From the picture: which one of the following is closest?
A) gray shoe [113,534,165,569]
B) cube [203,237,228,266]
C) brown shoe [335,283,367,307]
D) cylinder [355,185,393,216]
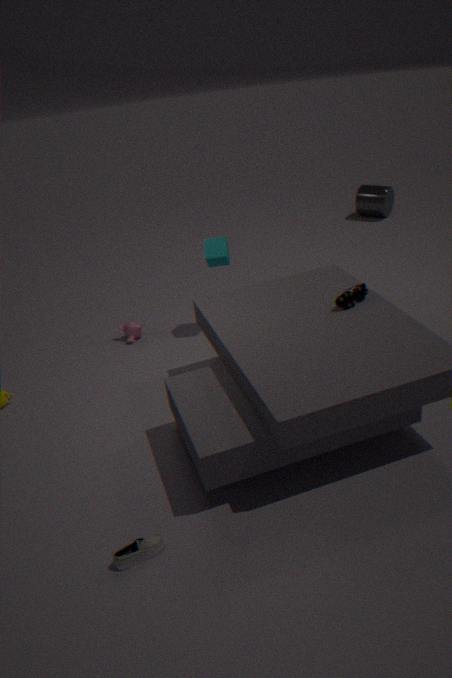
gray shoe [113,534,165,569]
